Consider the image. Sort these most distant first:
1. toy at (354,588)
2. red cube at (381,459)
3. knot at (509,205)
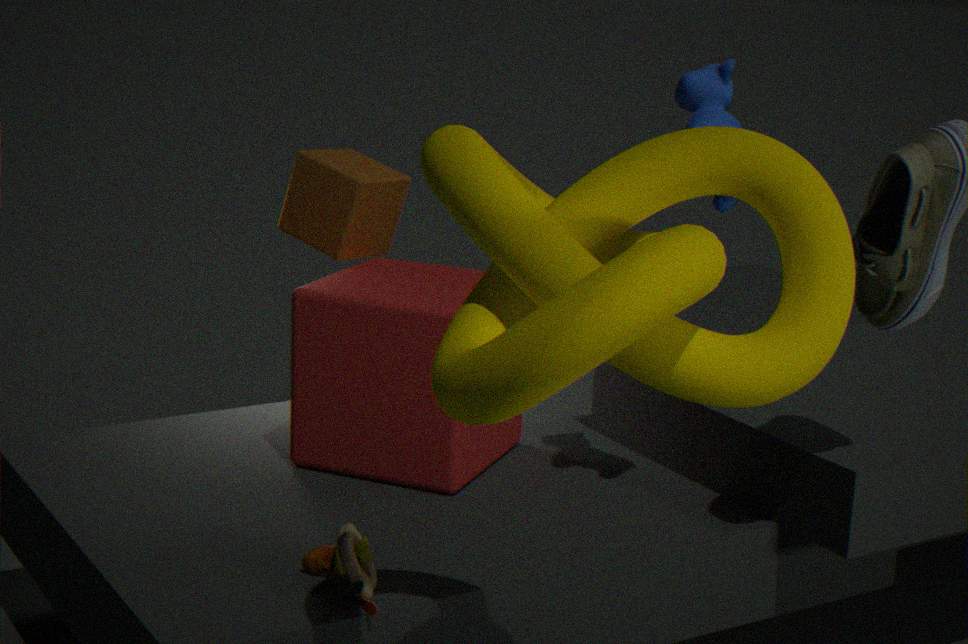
1. red cube at (381,459)
2. toy at (354,588)
3. knot at (509,205)
